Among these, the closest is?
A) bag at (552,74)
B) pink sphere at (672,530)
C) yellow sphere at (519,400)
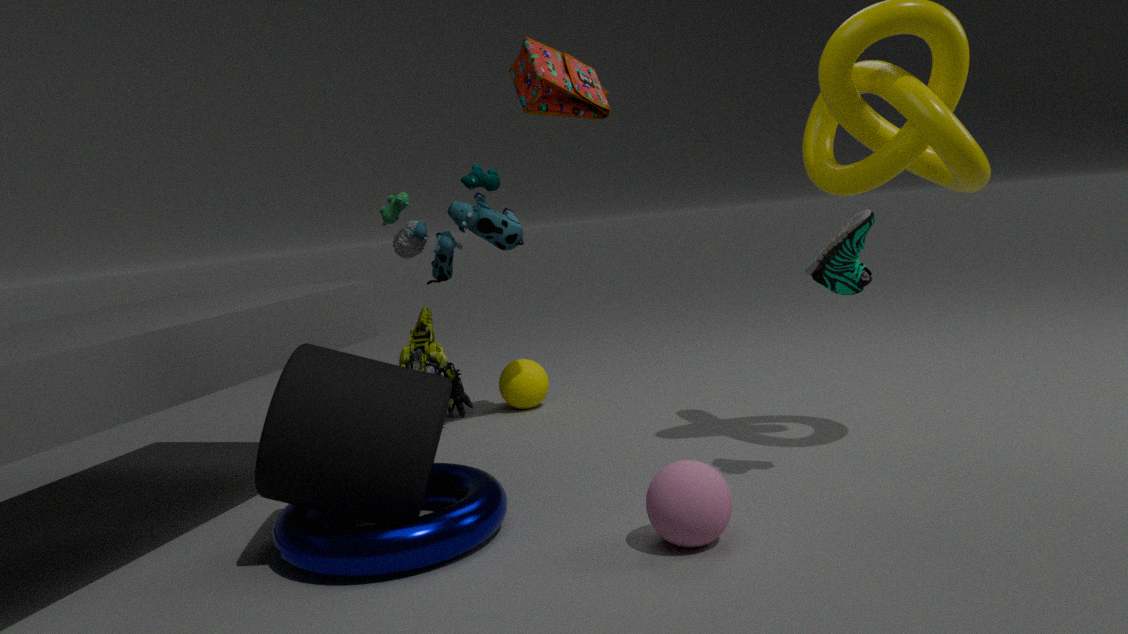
pink sphere at (672,530)
